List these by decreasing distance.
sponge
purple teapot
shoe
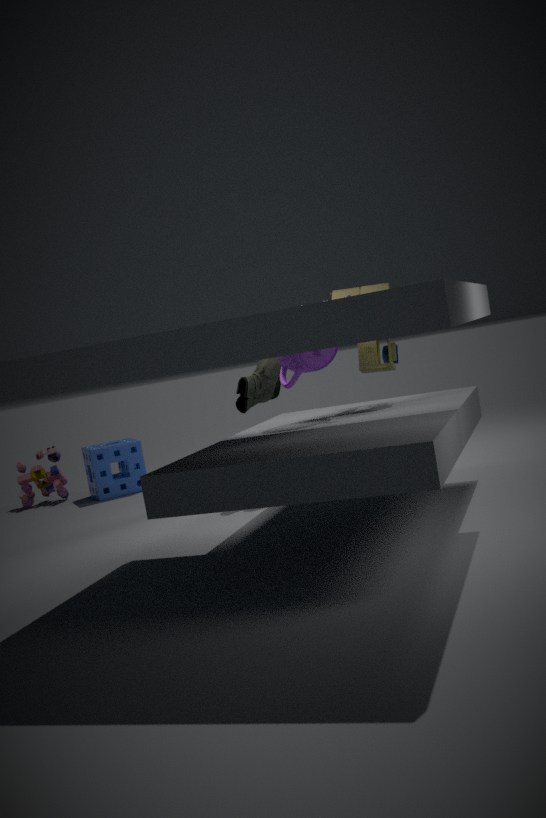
→ sponge < shoe < purple teapot
